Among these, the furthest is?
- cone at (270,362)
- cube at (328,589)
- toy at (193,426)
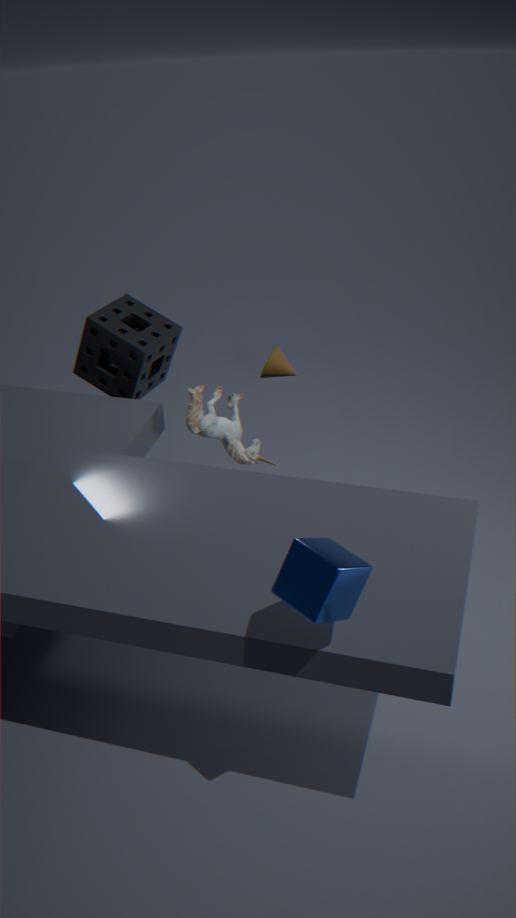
cone at (270,362)
